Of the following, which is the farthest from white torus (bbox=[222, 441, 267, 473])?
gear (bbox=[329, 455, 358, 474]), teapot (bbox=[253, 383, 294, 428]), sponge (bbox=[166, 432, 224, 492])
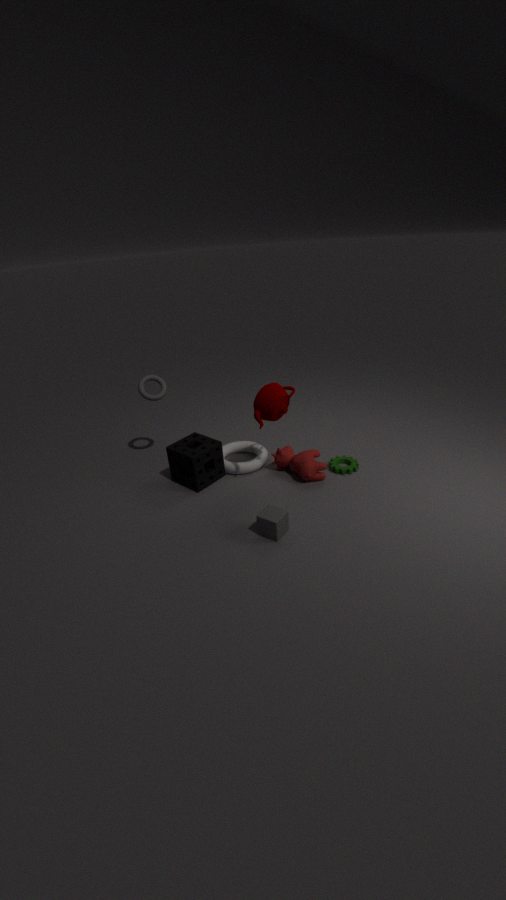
gear (bbox=[329, 455, 358, 474])
